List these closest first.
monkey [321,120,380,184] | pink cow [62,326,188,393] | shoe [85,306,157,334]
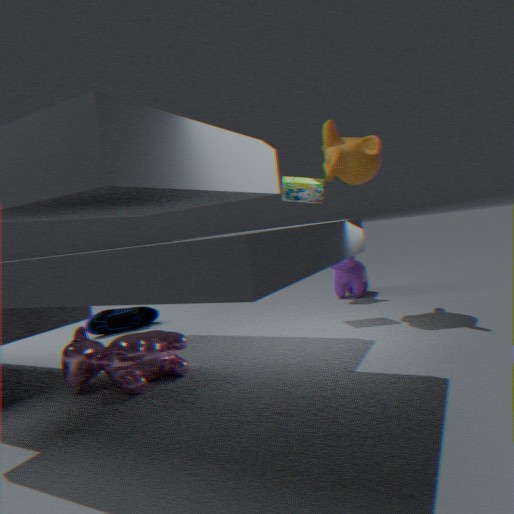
1. pink cow [62,326,188,393]
2. monkey [321,120,380,184]
3. shoe [85,306,157,334]
